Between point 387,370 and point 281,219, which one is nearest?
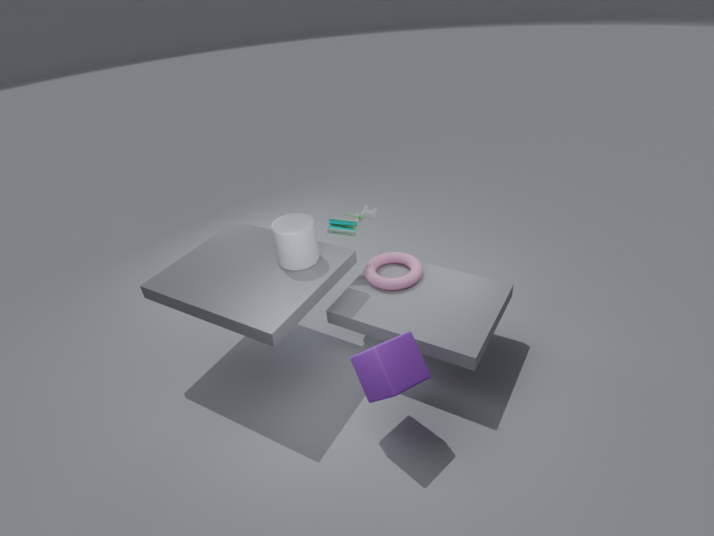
point 387,370
